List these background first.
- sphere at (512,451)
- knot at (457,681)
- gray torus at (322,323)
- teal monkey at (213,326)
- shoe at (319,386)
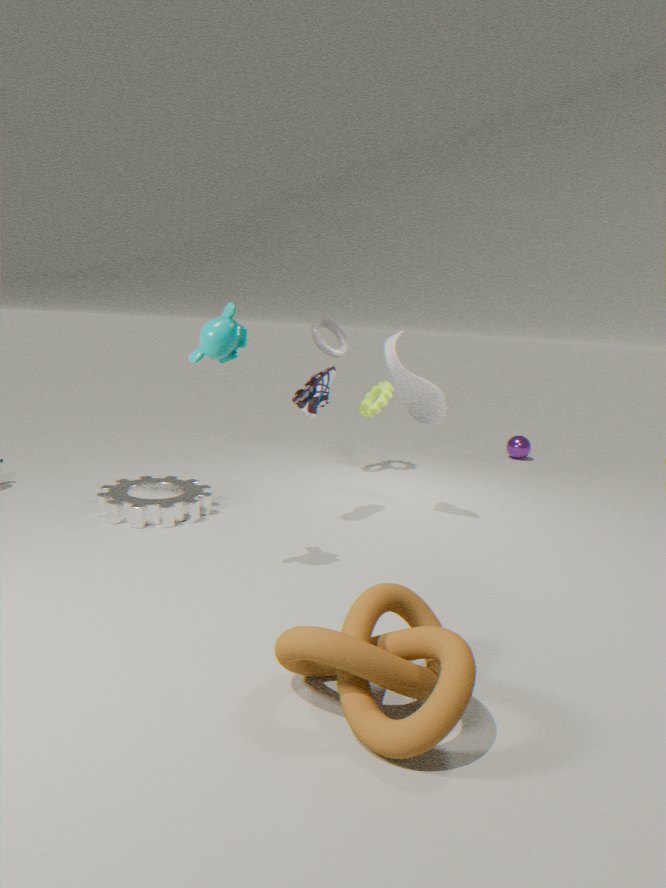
sphere at (512,451), gray torus at (322,323), shoe at (319,386), teal monkey at (213,326), knot at (457,681)
